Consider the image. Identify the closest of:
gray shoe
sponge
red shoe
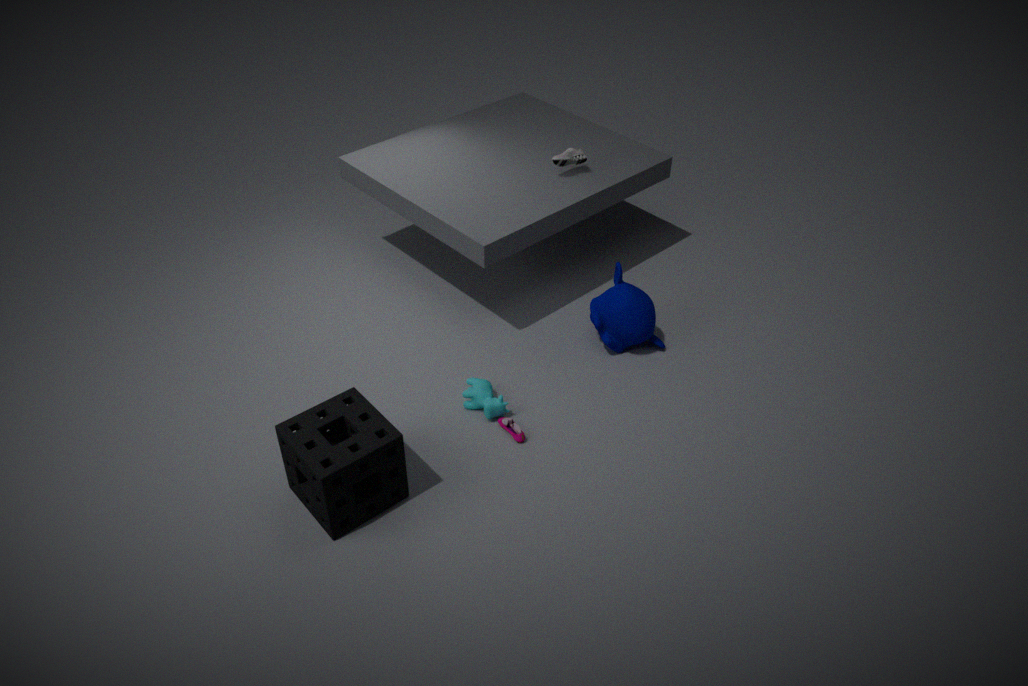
sponge
